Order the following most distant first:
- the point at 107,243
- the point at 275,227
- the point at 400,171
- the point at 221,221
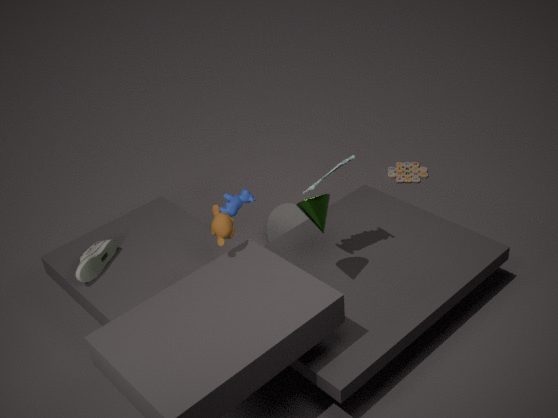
the point at 400,171 < the point at 275,227 < the point at 107,243 < the point at 221,221
